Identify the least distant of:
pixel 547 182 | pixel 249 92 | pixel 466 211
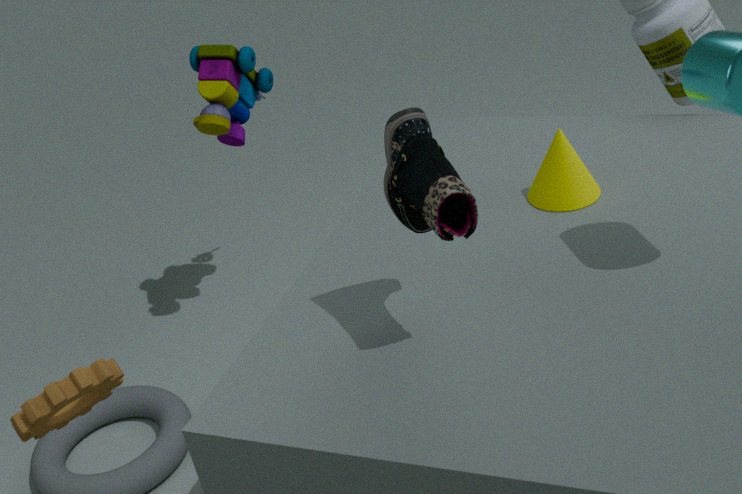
pixel 466 211
